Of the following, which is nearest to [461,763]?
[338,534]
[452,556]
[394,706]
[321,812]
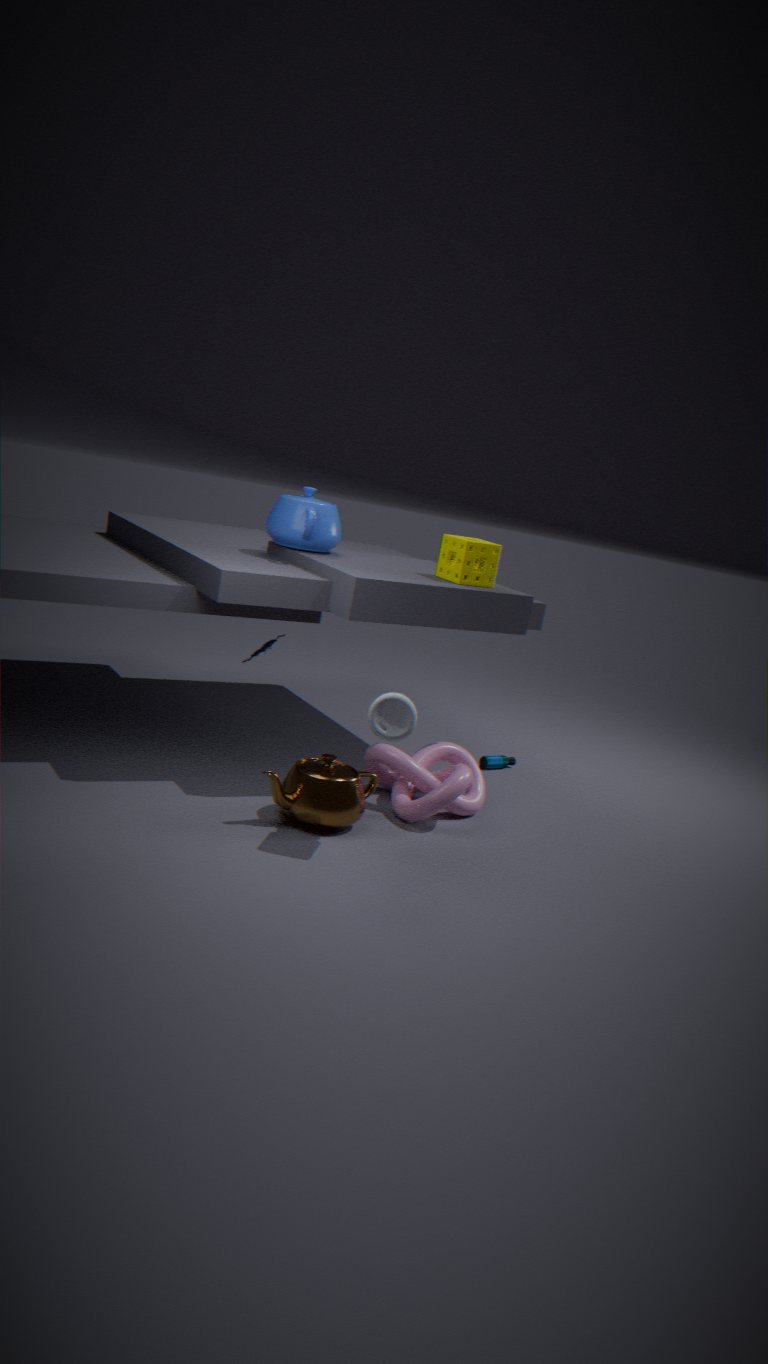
[321,812]
